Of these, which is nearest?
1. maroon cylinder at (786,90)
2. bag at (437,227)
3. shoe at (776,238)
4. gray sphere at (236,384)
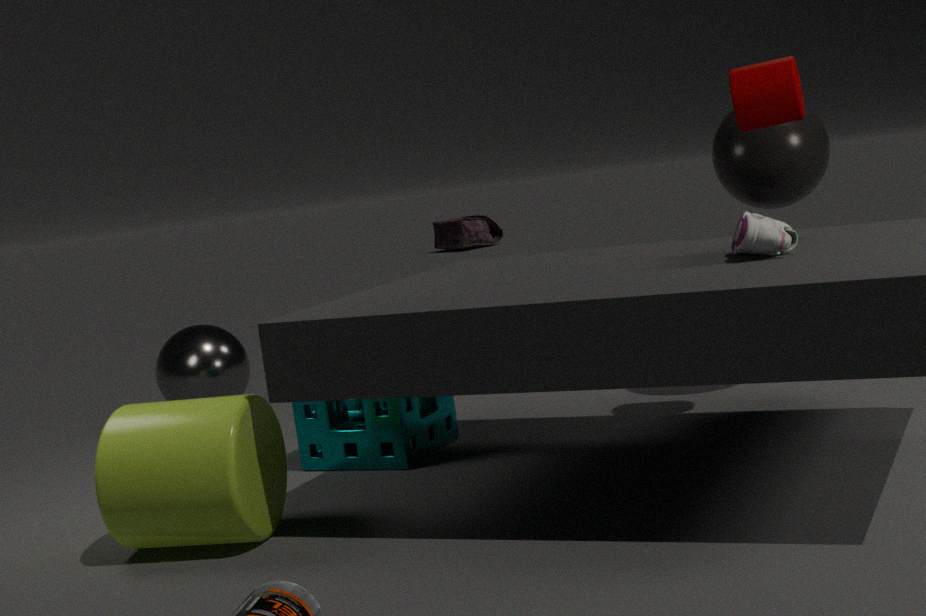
shoe at (776,238)
